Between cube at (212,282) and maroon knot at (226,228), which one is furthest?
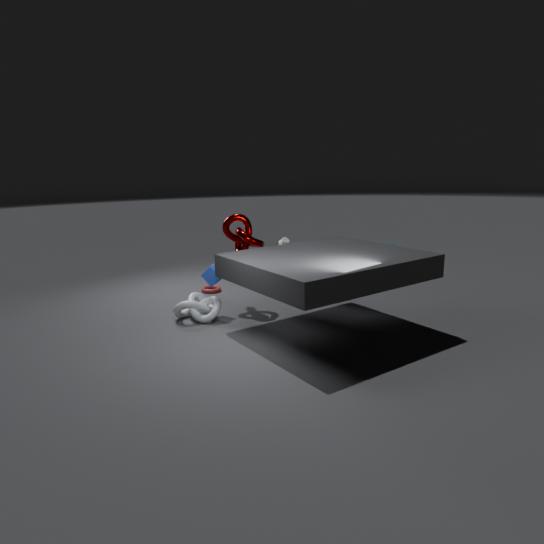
maroon knot at (226,228)
